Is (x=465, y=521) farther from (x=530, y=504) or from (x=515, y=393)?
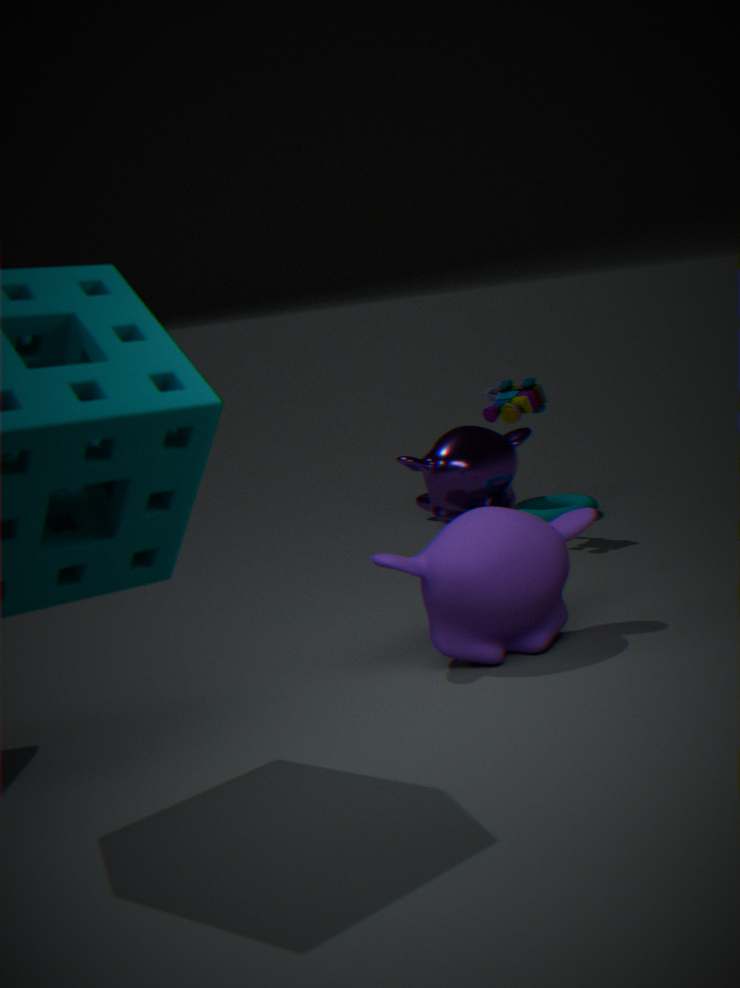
(x=530, y=504)
